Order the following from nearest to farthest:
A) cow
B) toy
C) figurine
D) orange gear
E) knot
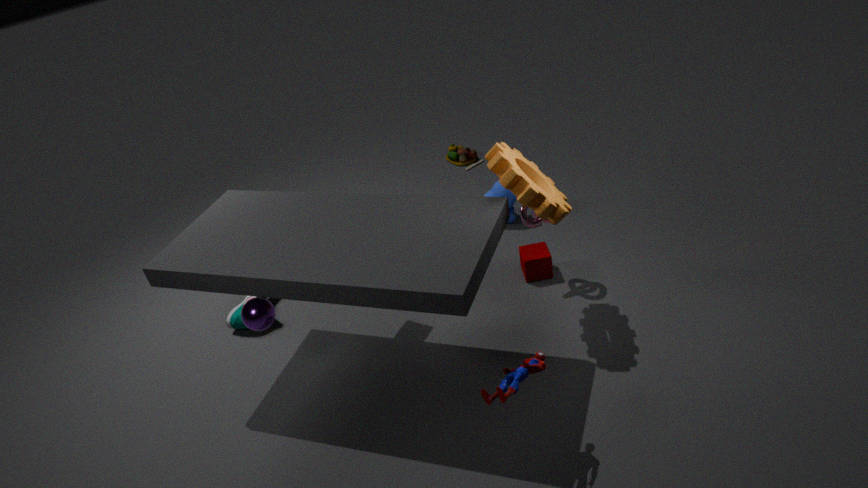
1. figurine
2. orange gear
3. knot
4. cow
5. toy
